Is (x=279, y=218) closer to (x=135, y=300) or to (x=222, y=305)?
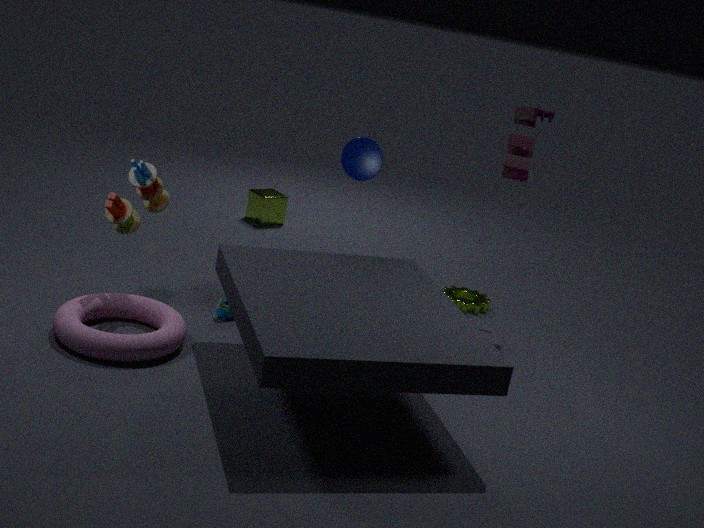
(x=222, y=305)
